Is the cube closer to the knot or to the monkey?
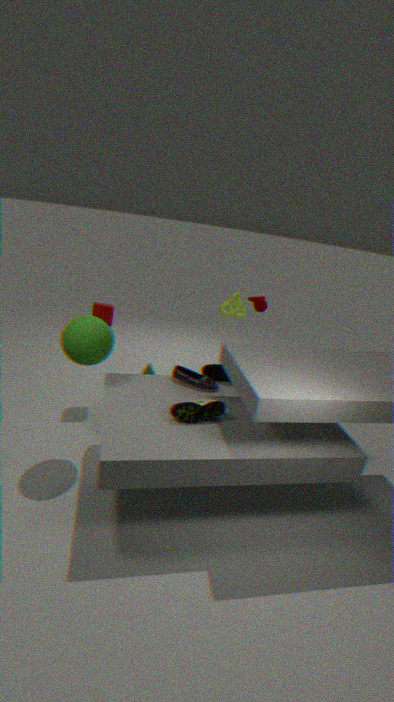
the knot
